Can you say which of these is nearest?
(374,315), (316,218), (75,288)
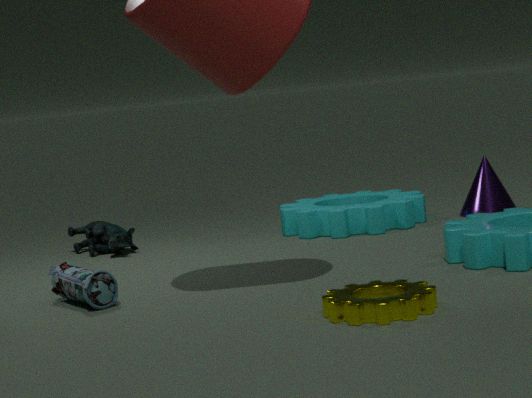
(374,315)
